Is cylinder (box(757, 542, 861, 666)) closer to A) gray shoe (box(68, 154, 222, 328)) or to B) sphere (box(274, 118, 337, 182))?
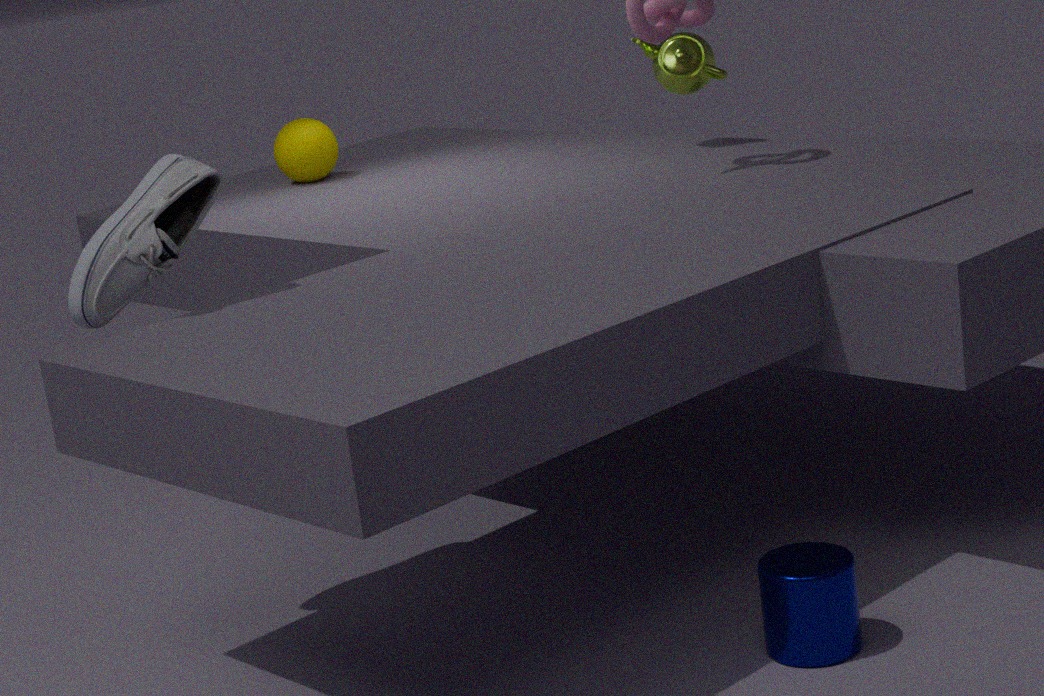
A) gray shoe (box(68, 154, 222, 328))
